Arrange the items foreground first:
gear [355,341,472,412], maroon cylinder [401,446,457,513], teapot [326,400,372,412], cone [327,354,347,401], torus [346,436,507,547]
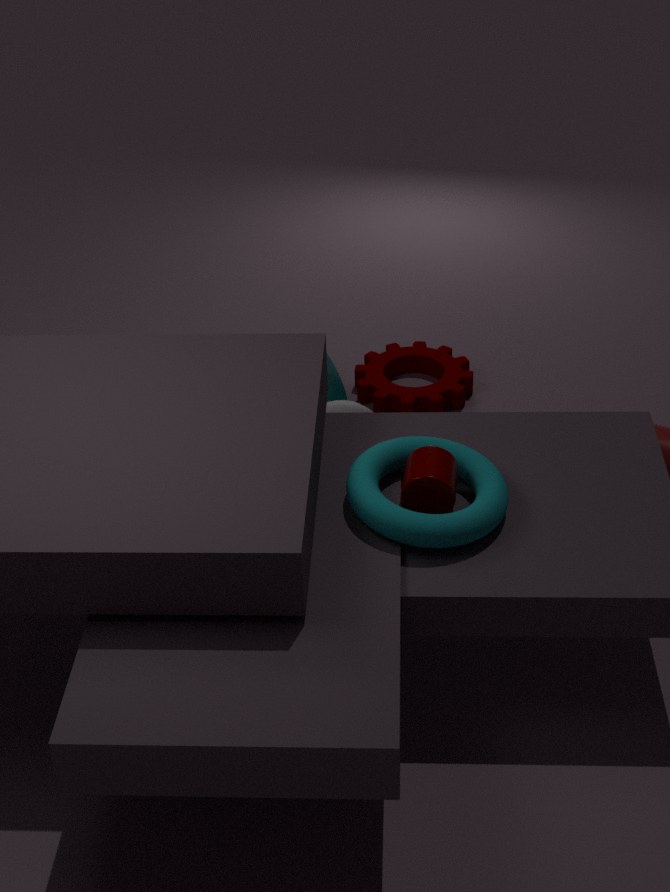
torus [346,436,507,547], maroon cylinder [401,446,457,513], teapot [326,400,372,412], cone [327,354,347,401], gear [355,341,472,412]
